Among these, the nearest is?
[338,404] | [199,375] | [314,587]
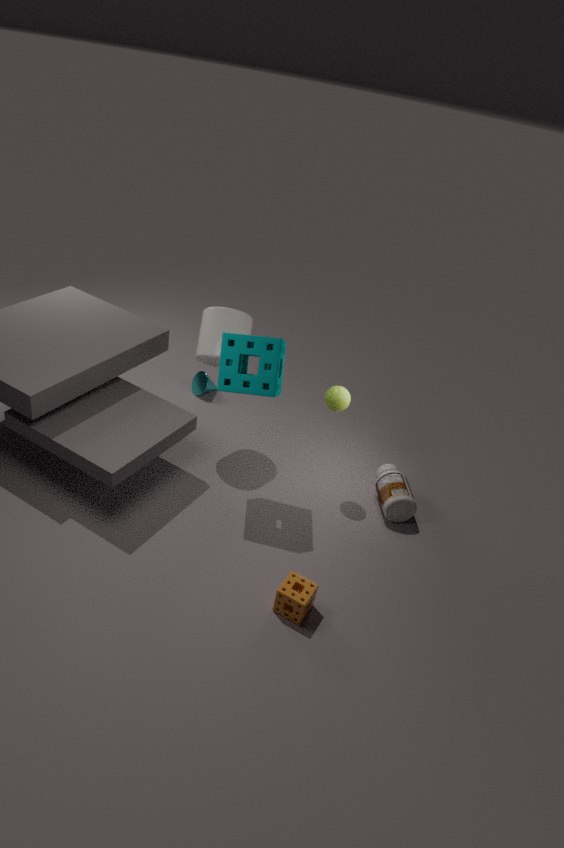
[314,587]
